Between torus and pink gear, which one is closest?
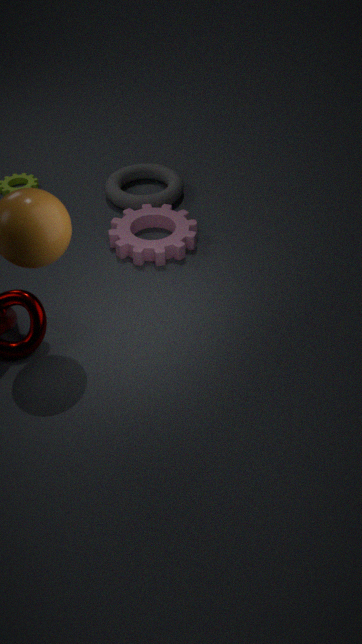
pink gear
